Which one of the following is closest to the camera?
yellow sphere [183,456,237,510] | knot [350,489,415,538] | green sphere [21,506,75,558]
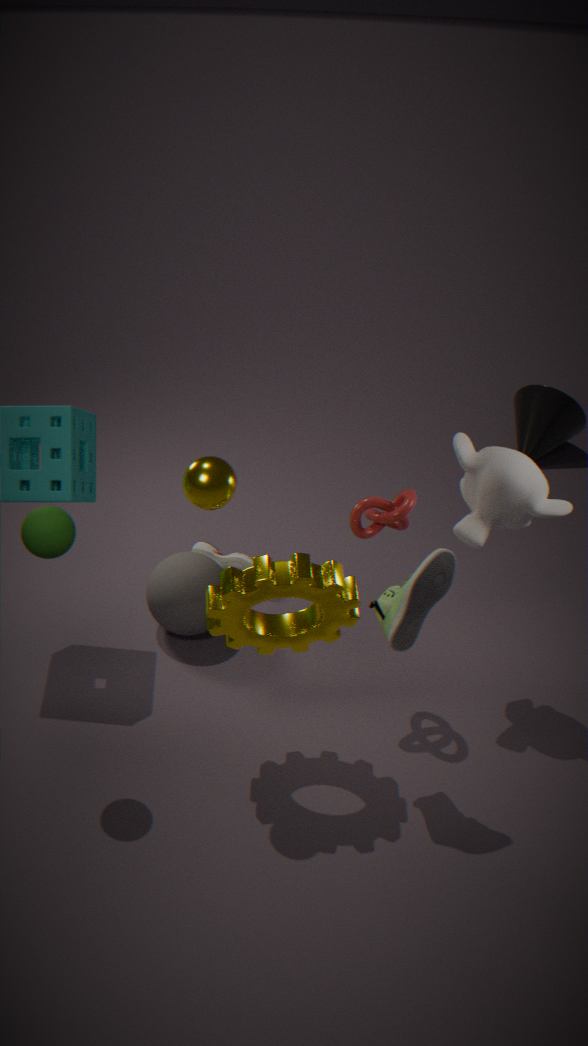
yellow sphere [183,456,237,510]
